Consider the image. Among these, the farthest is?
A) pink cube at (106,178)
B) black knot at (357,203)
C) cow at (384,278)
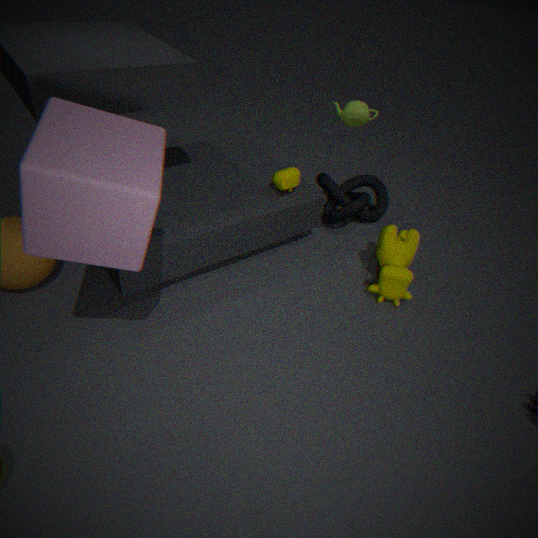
black knot at (357,203)
